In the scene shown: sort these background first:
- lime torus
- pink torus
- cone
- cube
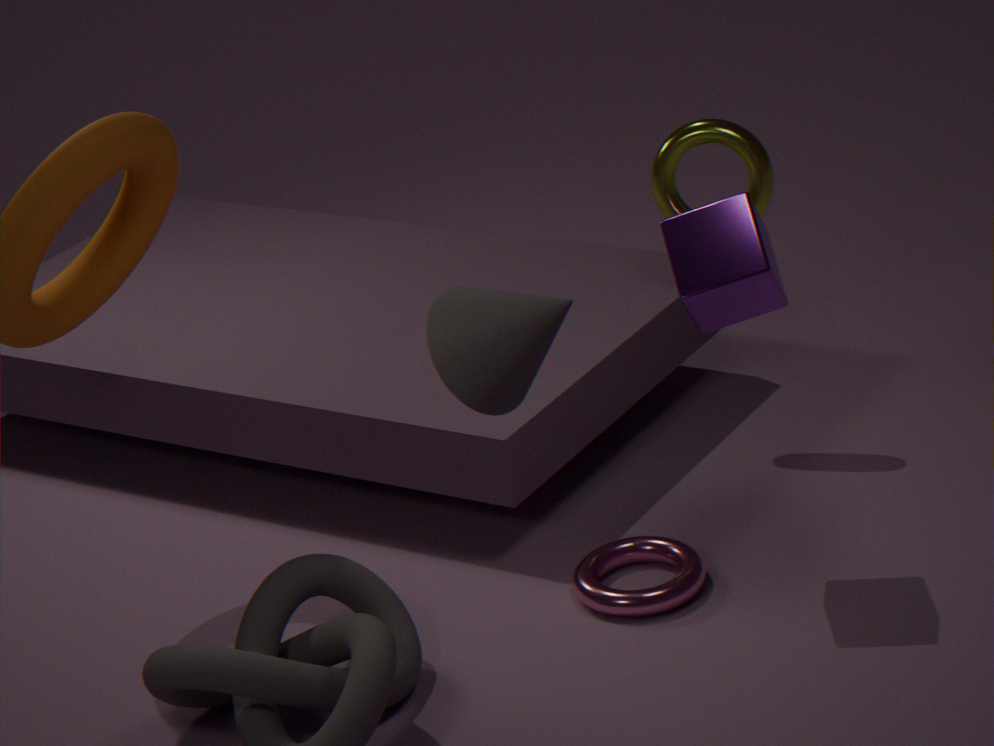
1. lime torus
2. pink torus
3. cube
4. cone
